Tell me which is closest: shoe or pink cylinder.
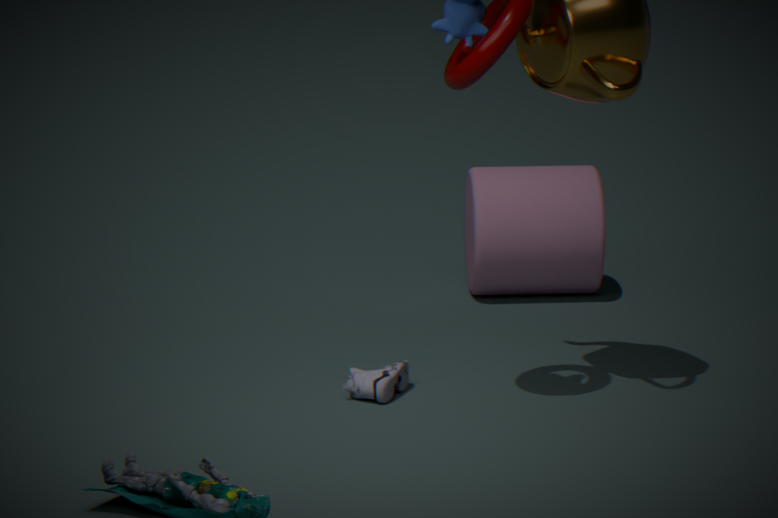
shoe
